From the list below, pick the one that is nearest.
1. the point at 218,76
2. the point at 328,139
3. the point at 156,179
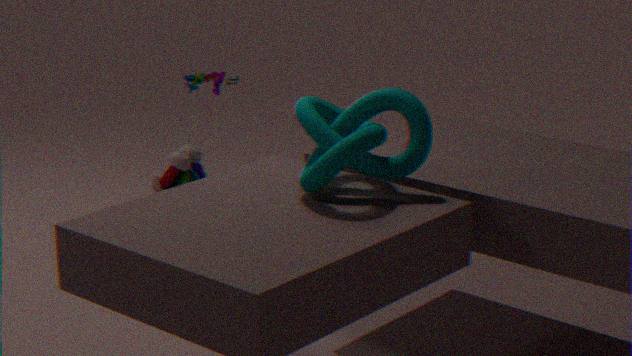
the point at 328,139
